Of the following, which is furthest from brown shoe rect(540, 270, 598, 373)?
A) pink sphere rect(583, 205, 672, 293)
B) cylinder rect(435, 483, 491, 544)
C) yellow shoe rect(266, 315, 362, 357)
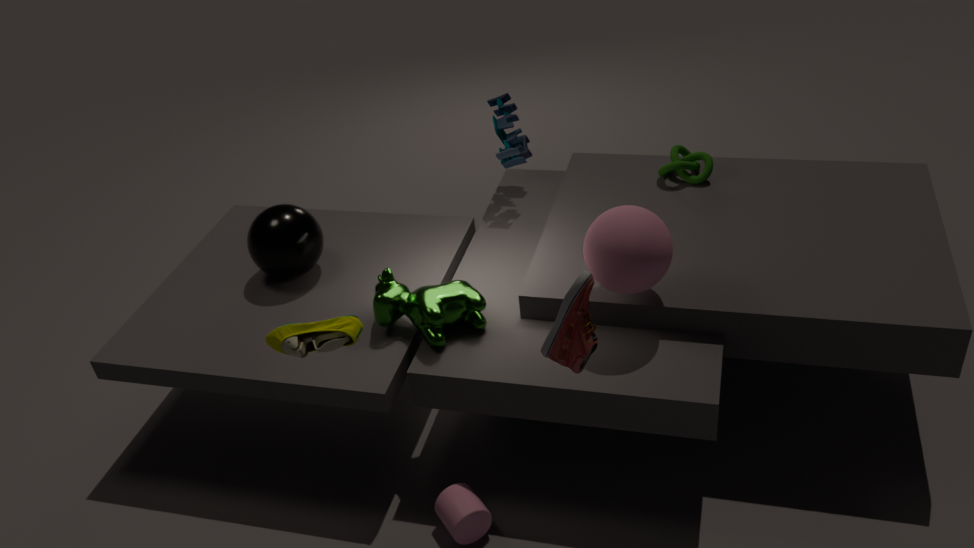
cylinder rect(435, 483, 491, 544)
